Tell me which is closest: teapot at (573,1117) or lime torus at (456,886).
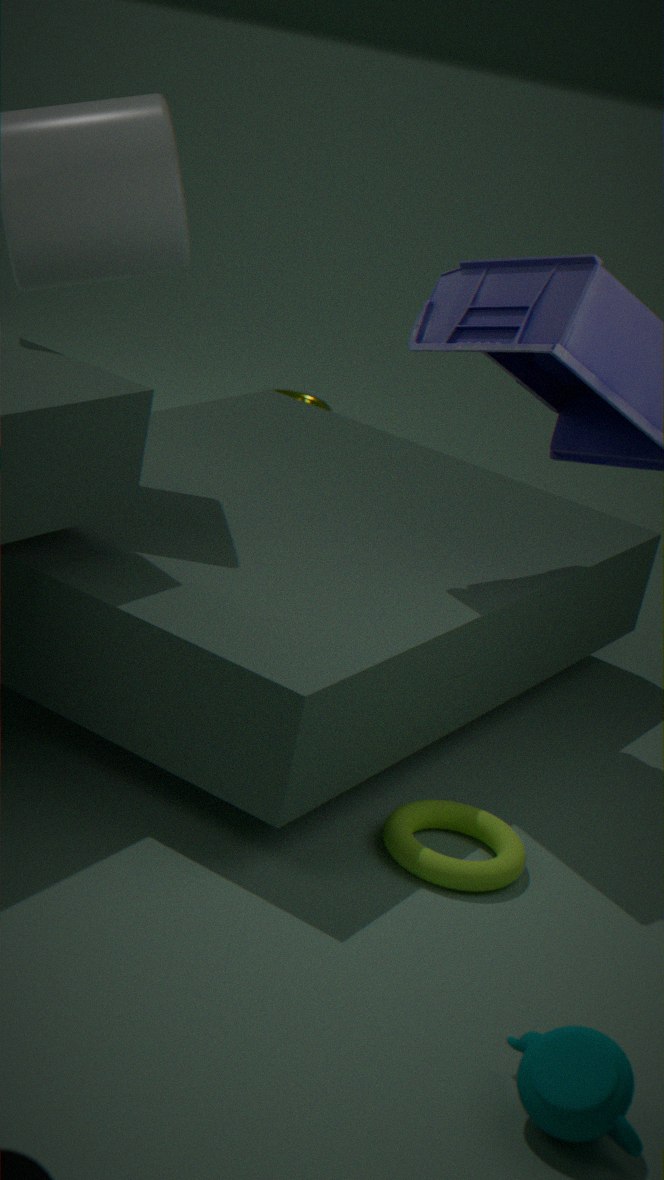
teapot at (573,1117)
